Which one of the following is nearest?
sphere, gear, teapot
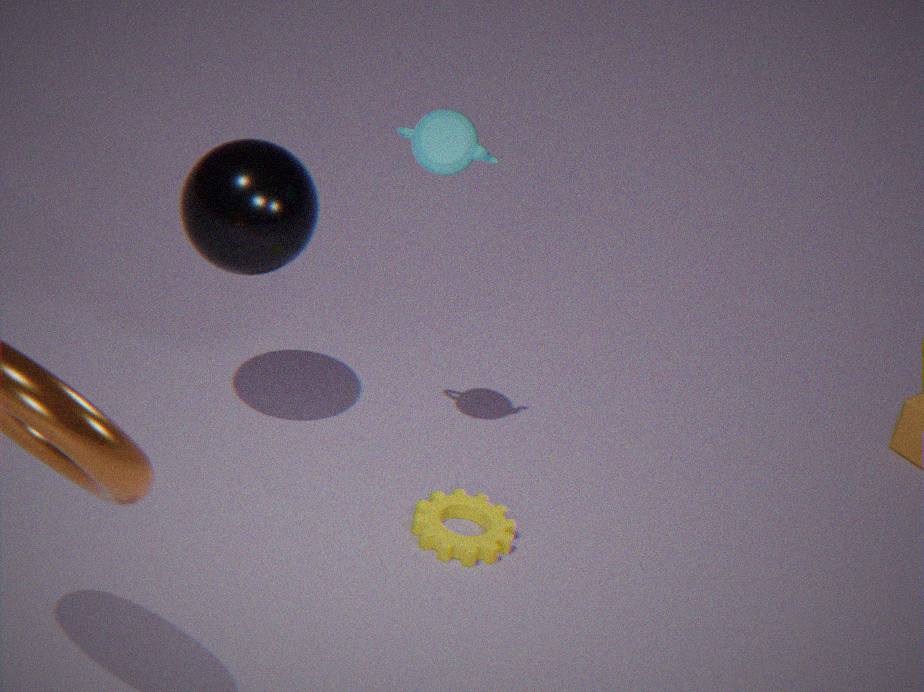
teapot
